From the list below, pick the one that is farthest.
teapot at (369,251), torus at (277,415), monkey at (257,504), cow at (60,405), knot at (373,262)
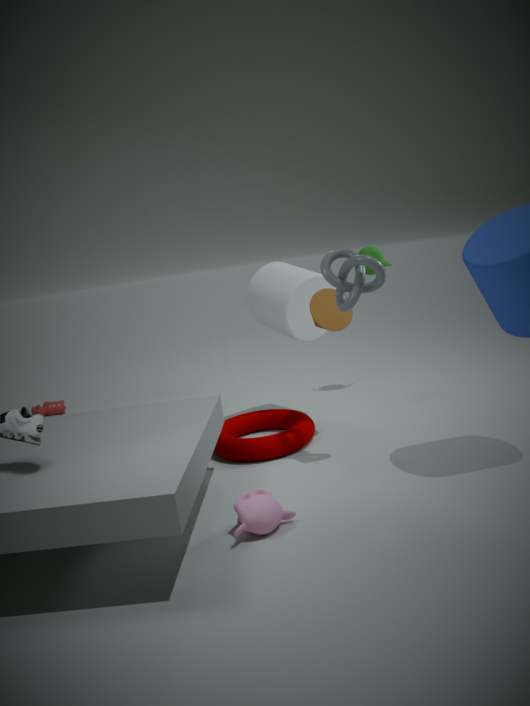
cow at (60,405)
